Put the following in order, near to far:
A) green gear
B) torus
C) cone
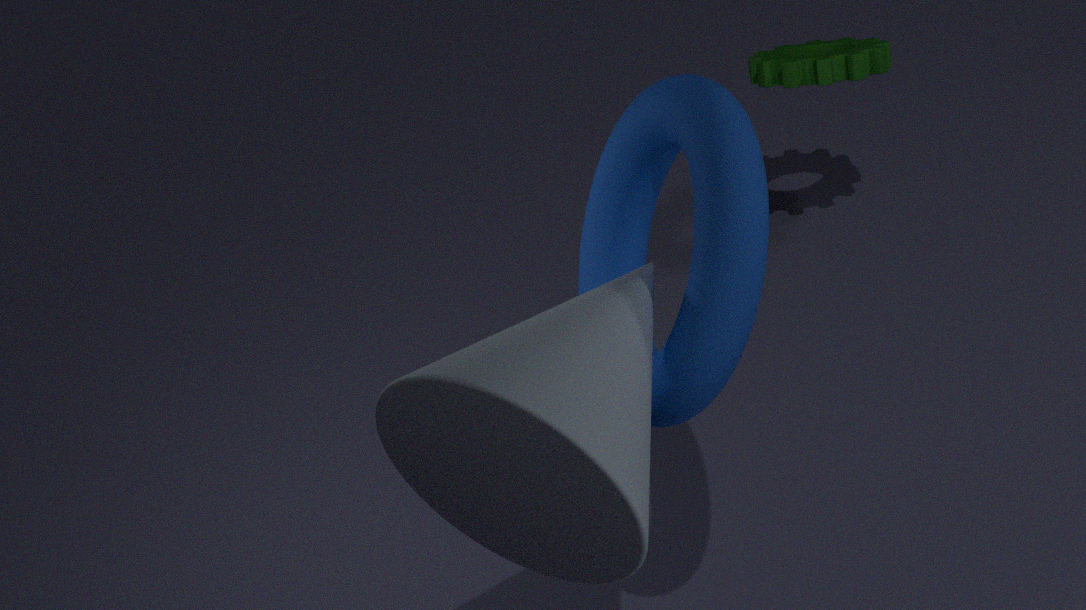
cone, torus, green gear
